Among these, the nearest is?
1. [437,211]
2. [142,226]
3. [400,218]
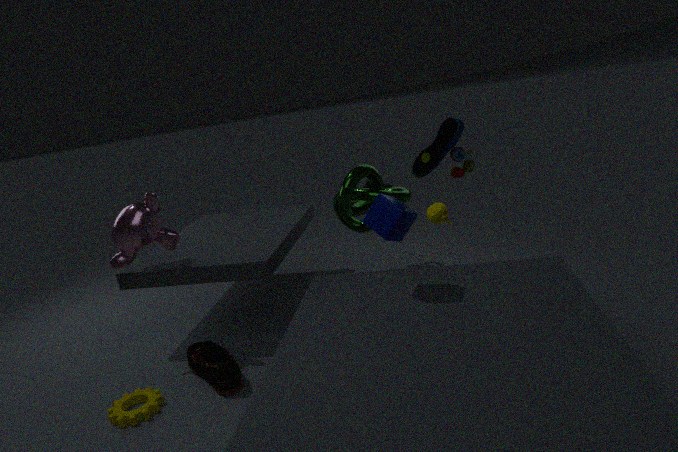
[400,218]
